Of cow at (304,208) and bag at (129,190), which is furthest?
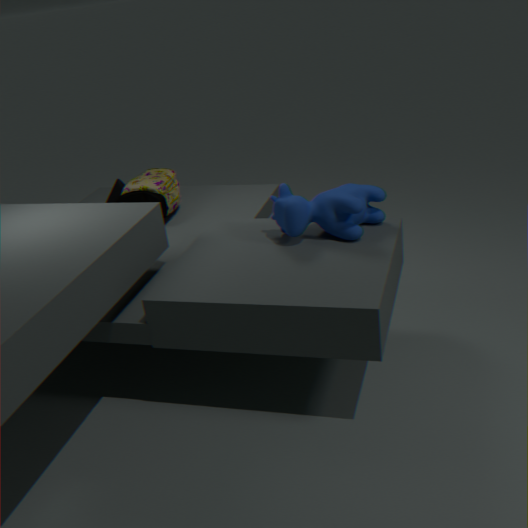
bag at (129,190)
